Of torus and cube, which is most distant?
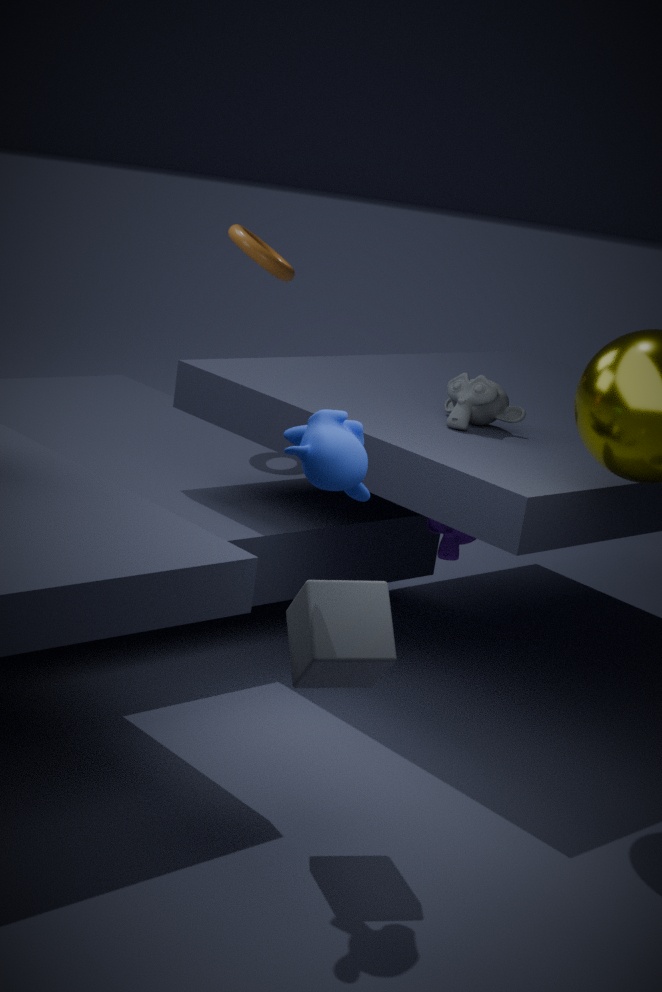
torus
